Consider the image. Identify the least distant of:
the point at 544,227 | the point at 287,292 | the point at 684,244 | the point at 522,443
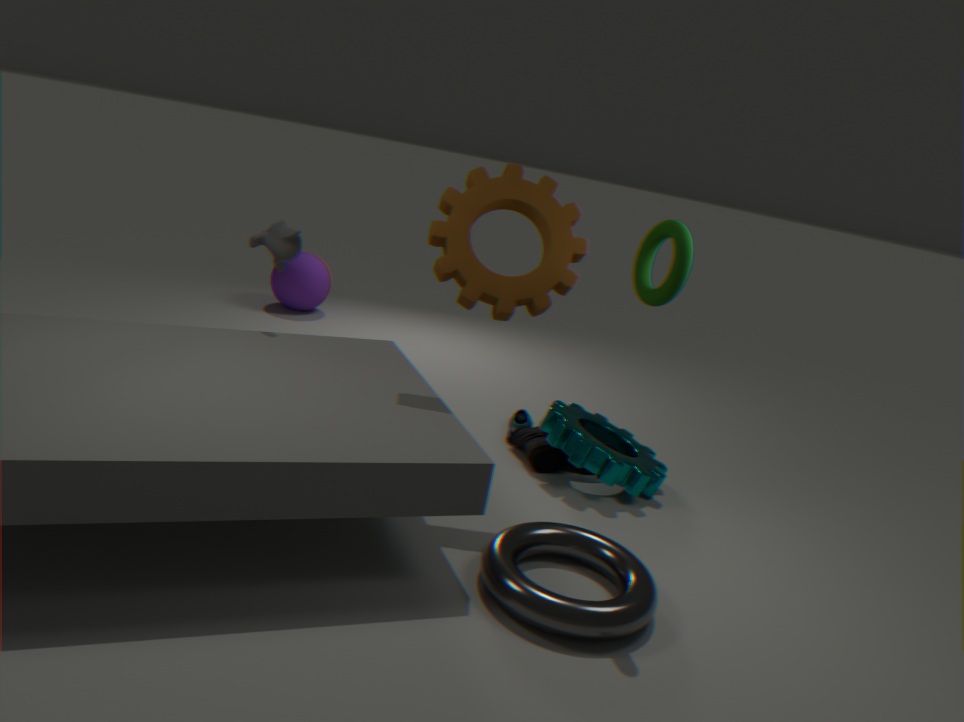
the point at 684,244
